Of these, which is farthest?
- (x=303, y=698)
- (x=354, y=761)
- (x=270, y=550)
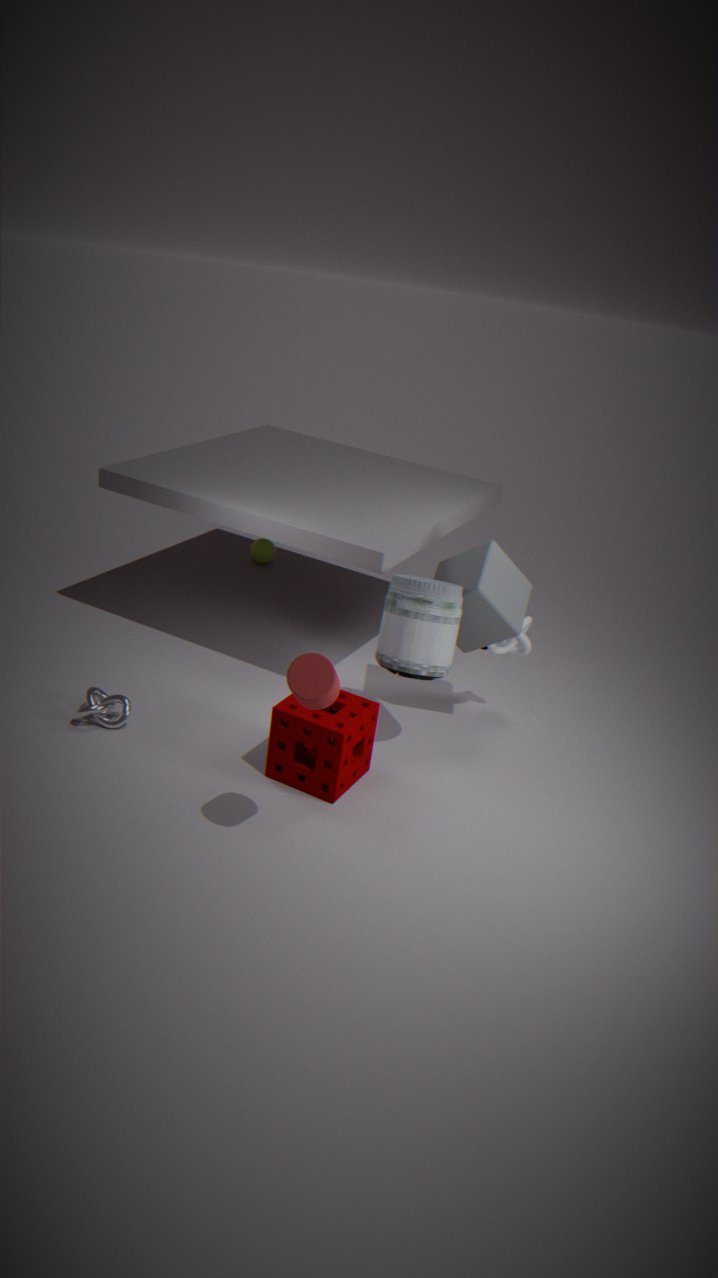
(x=270, y=550)
